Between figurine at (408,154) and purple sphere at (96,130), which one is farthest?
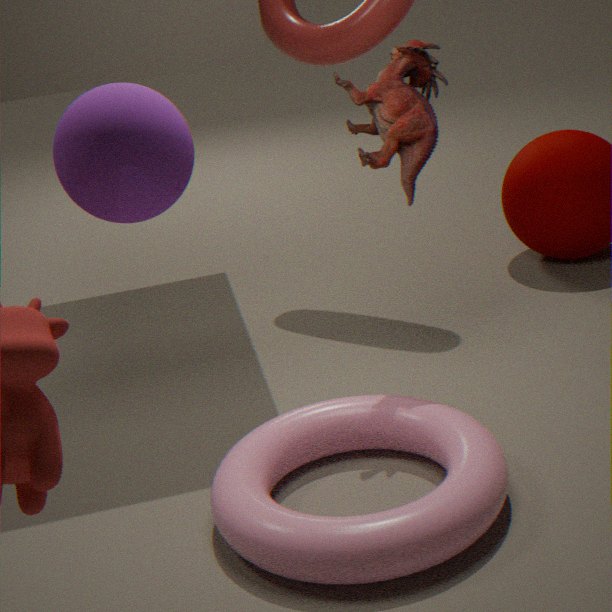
figurine at (408,154)
